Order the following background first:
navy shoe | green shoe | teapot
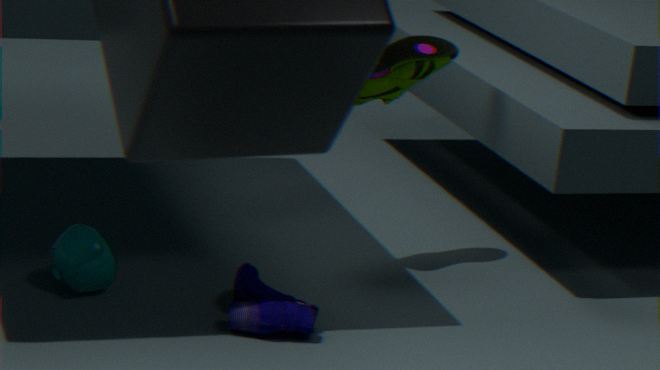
green shoe, teapot, navy shoe
